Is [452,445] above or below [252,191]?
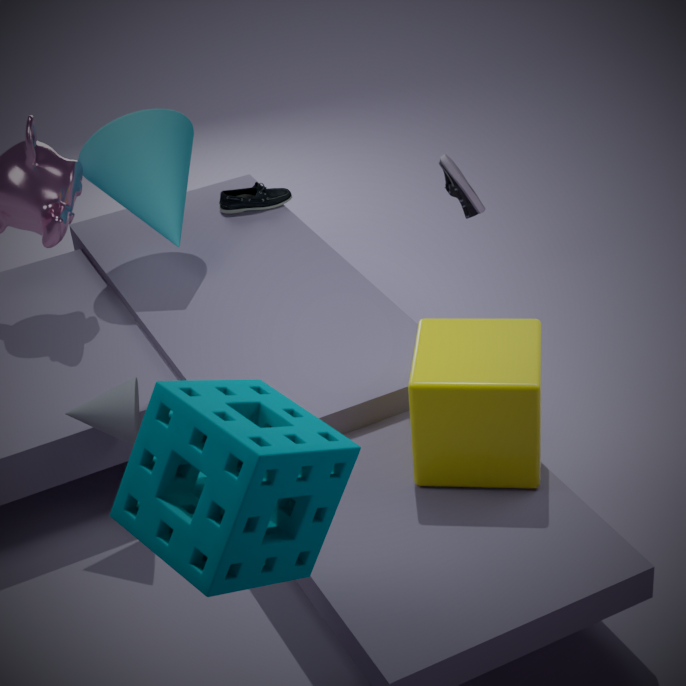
above
